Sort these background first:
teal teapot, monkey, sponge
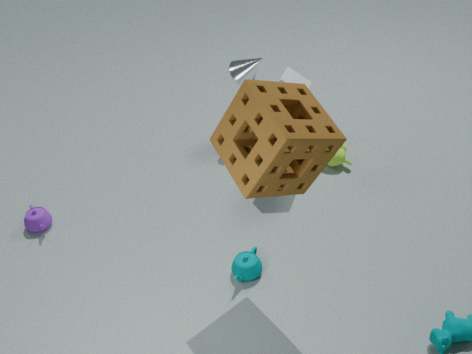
1. monkey
2. teal teapot
3. sponge
